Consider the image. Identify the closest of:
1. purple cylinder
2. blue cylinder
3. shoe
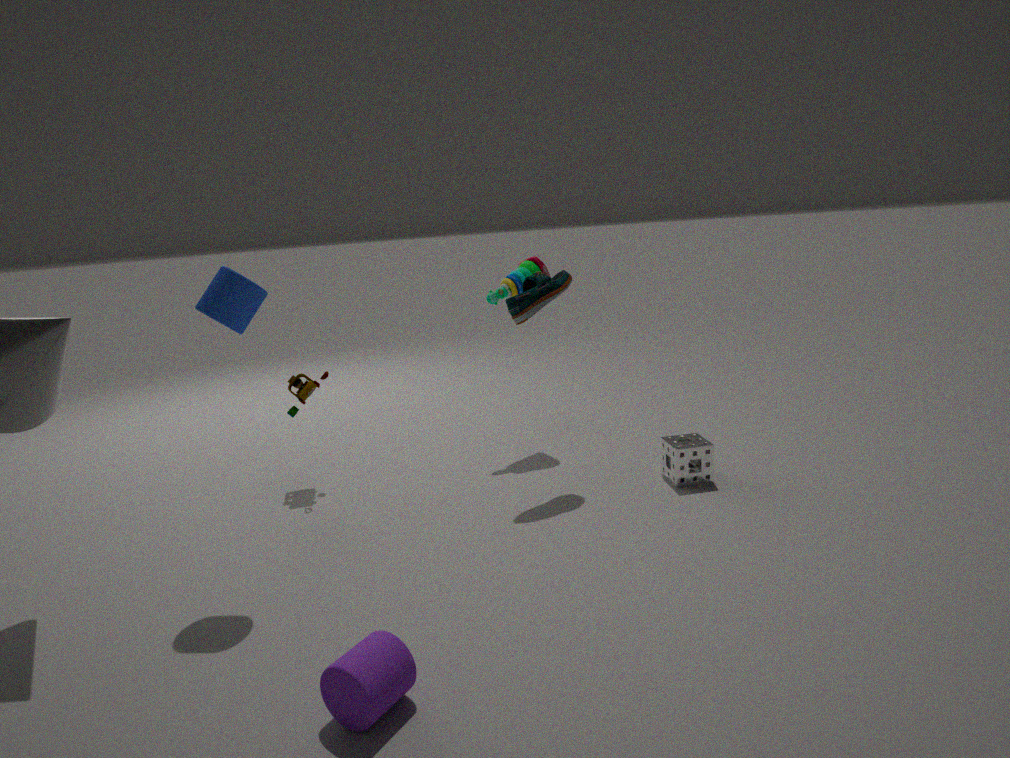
purple cylinder
